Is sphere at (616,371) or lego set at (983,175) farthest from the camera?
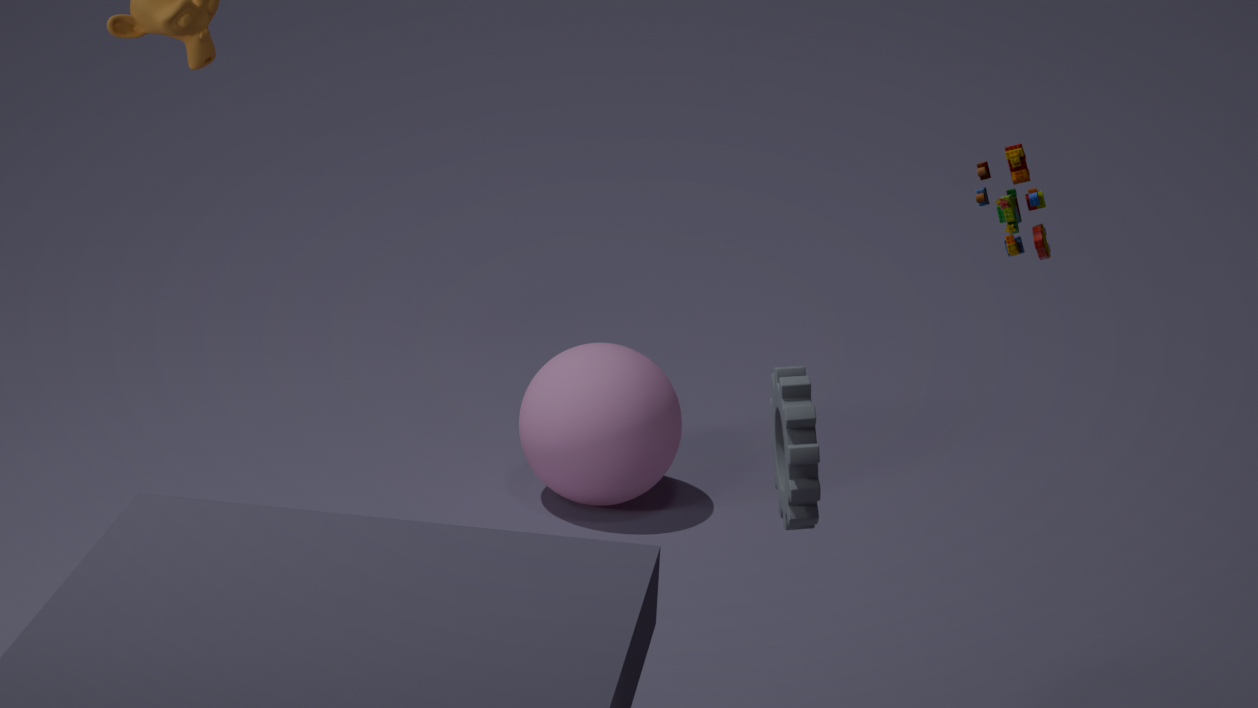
sphere at (616,371)
